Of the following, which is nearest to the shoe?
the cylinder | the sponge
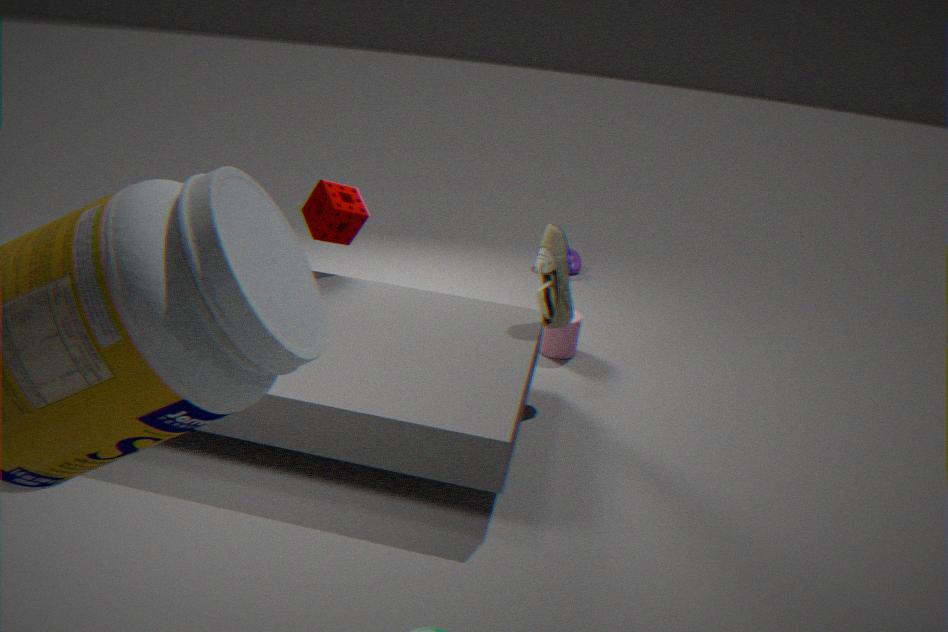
the cylinder
